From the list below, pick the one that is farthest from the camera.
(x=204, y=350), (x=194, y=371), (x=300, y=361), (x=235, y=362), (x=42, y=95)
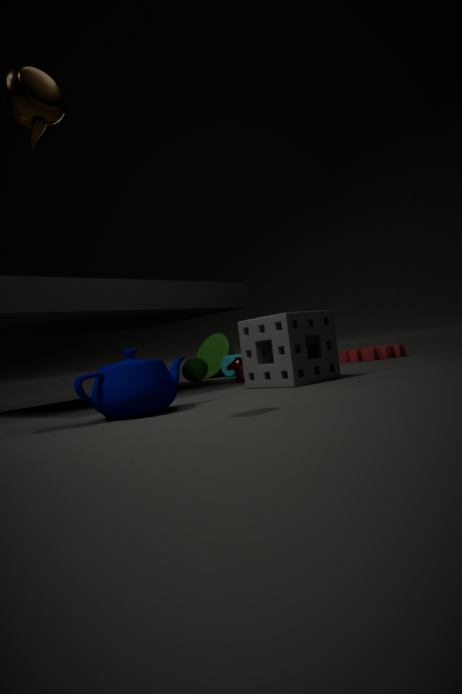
(x=204, y=350)
